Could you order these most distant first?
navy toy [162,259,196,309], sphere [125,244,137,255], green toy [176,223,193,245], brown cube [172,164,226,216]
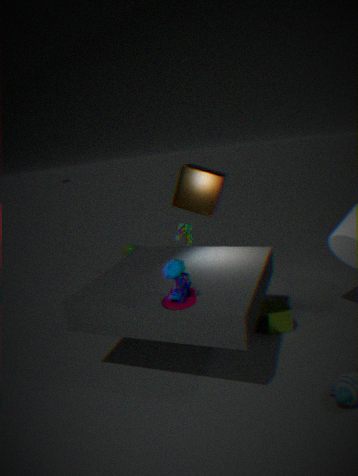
sphere [125,244,137,255], brown cube [172,164,226,216], green toy [176,223,193,245], navy toy [162,259,196,309]
